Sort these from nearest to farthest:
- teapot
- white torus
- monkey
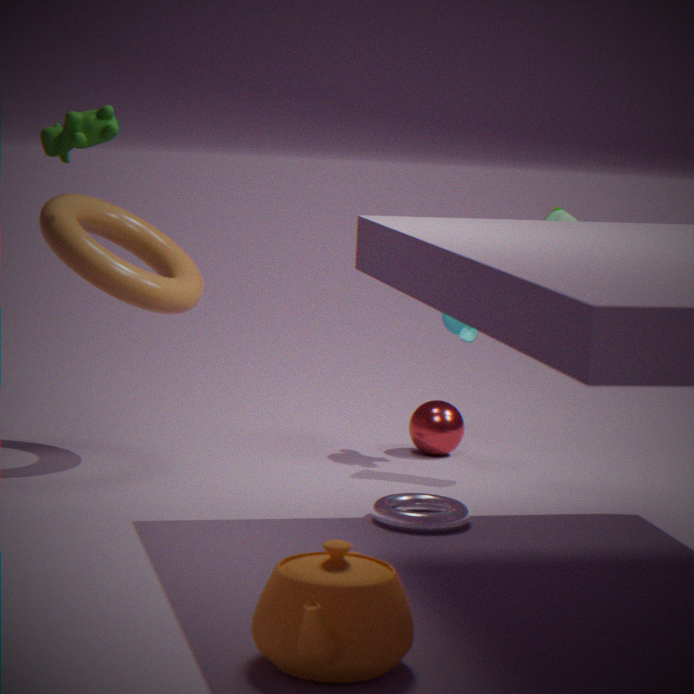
teapot, white torus, monkey
